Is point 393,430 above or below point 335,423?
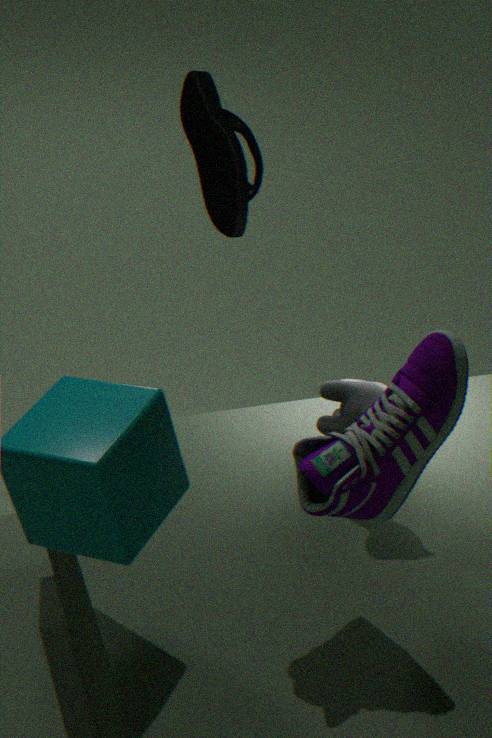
above
